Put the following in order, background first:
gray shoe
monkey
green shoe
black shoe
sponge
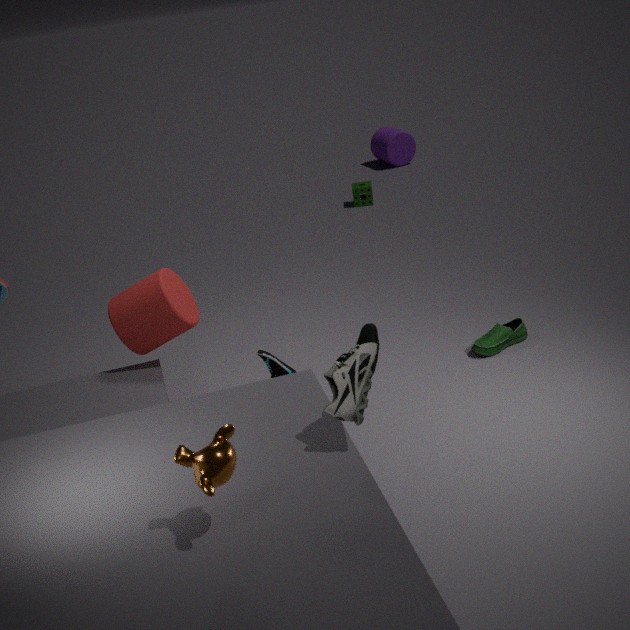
sponge, green shoe, black shoe, gray shoe, monkey
